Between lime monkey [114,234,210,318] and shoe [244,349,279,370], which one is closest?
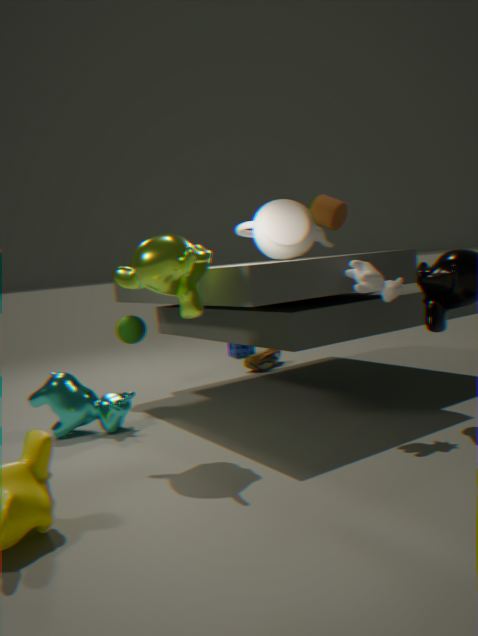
lime monkey [114,234,210,318]
